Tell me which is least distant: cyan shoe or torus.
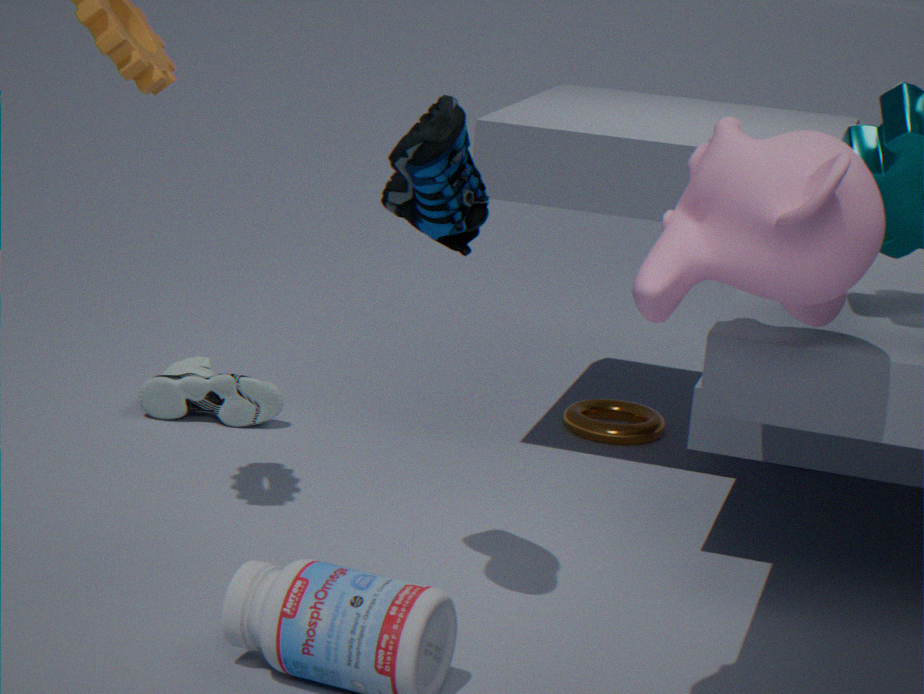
cyan shoe
